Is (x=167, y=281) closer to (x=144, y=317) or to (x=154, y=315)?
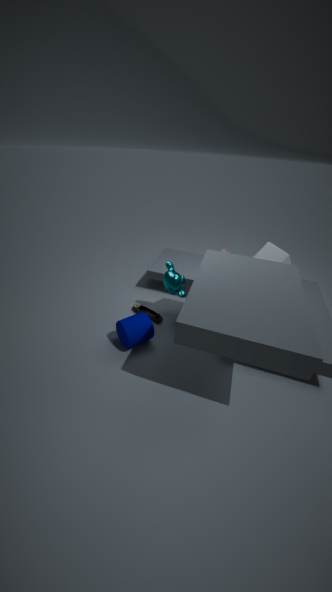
(x=154, y=315)
